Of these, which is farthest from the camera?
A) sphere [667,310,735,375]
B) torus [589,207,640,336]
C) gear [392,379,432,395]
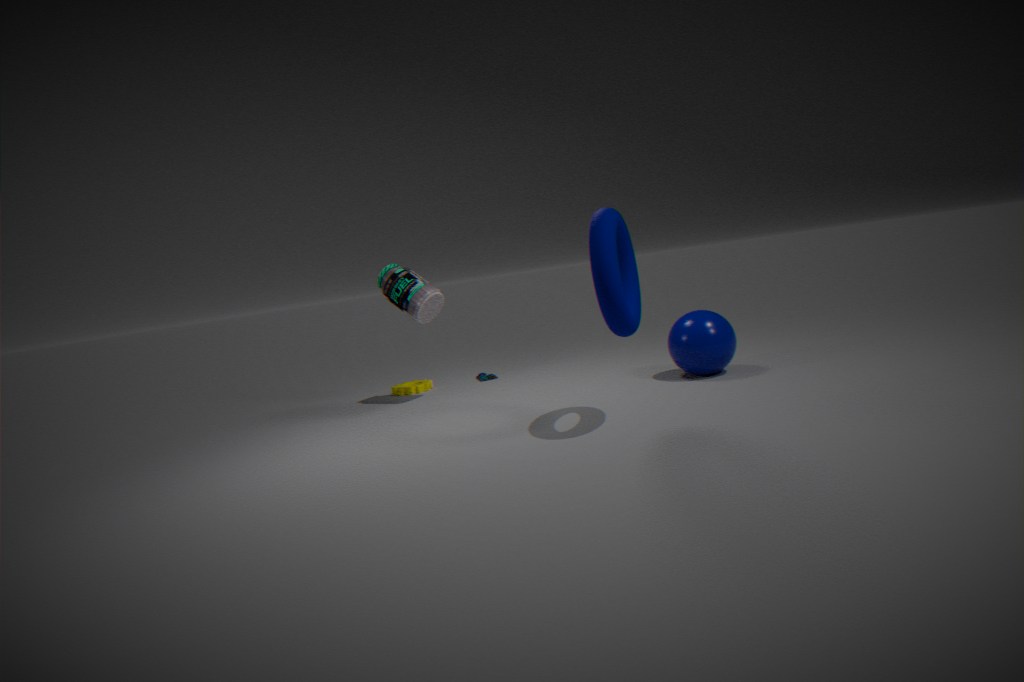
gear [392,379,432,395]
